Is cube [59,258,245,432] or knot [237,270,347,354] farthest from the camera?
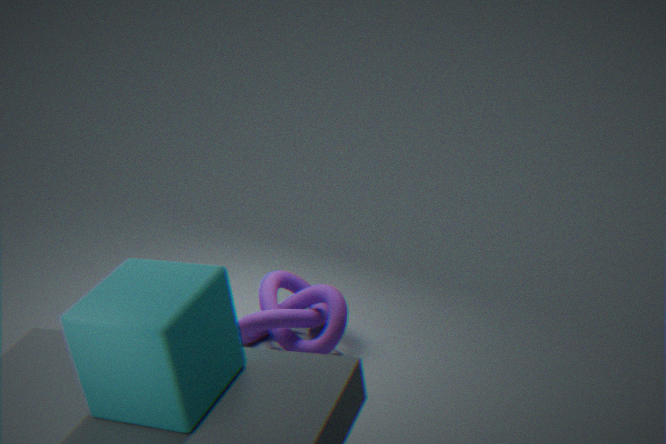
knot [237,270,347,354]
